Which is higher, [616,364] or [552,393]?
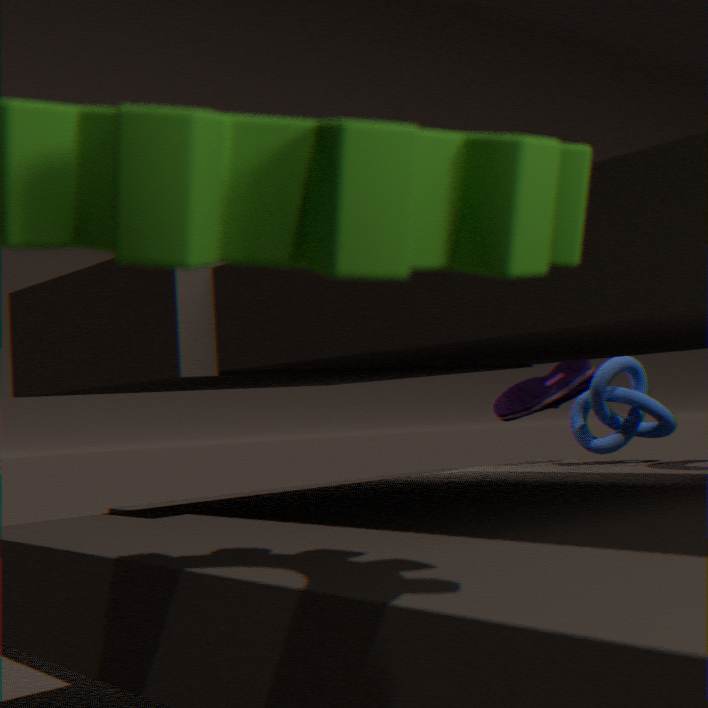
[552,393]
